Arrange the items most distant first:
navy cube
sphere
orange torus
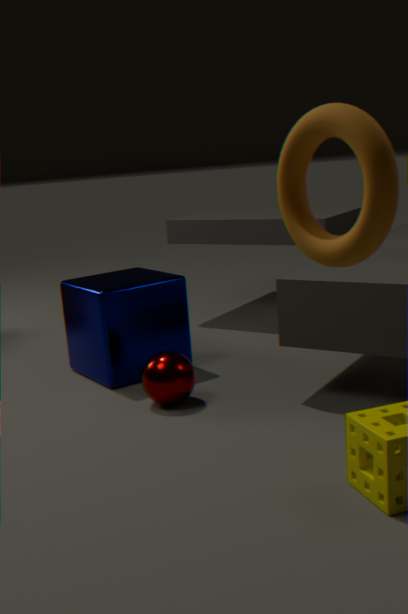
navy cube < sphere < orange torus
